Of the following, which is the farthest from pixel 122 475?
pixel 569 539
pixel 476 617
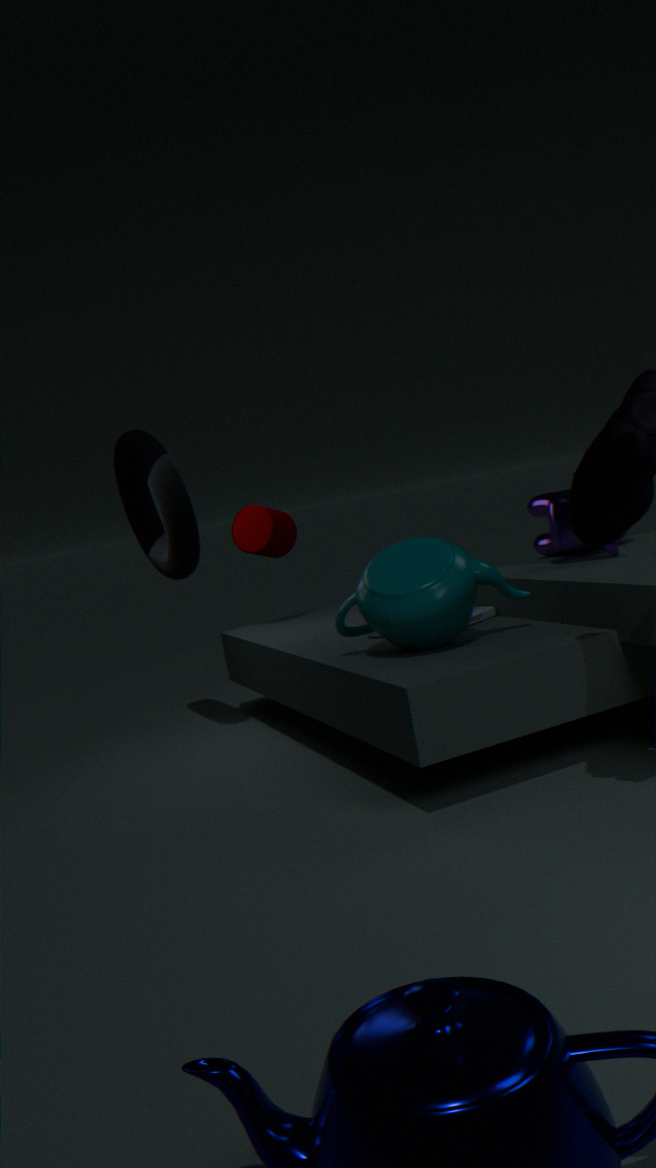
pixel 569 539
